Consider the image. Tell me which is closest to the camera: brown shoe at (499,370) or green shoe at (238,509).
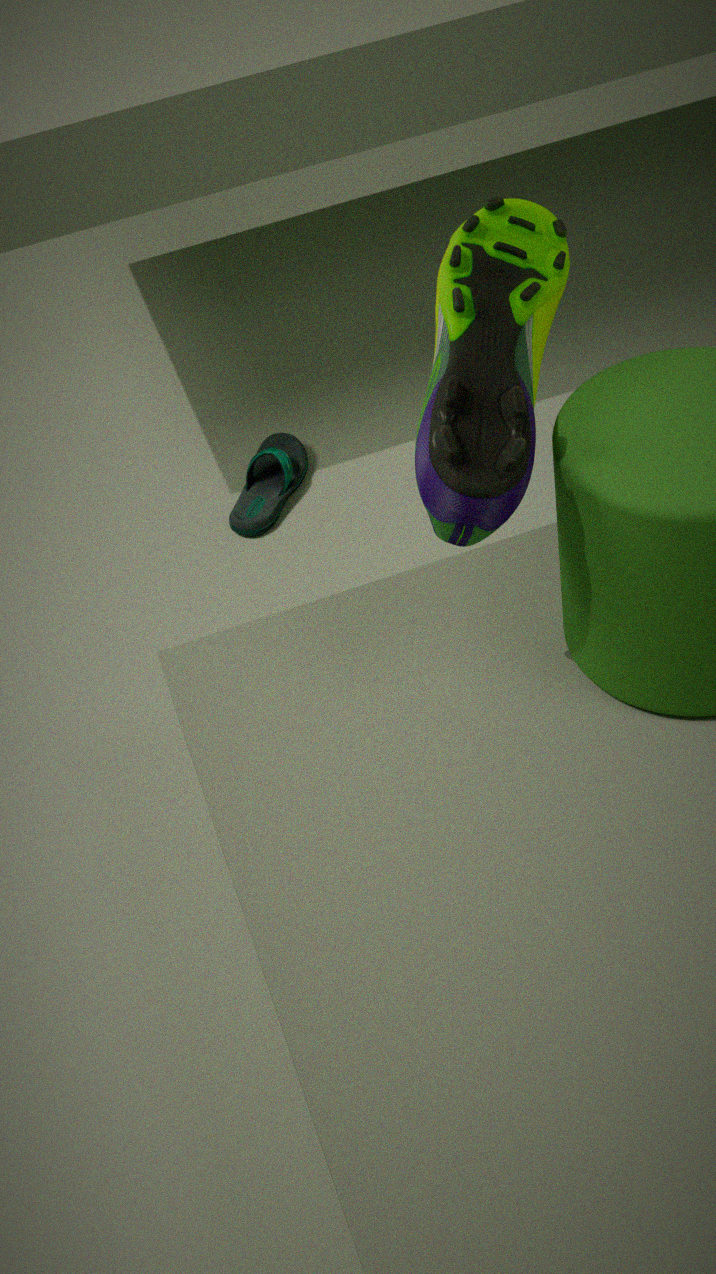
brown shoe at (499,370)
